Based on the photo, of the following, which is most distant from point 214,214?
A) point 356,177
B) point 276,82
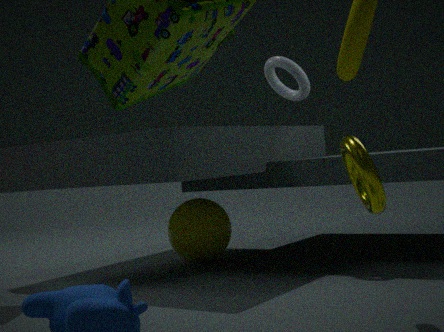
point 356,177
